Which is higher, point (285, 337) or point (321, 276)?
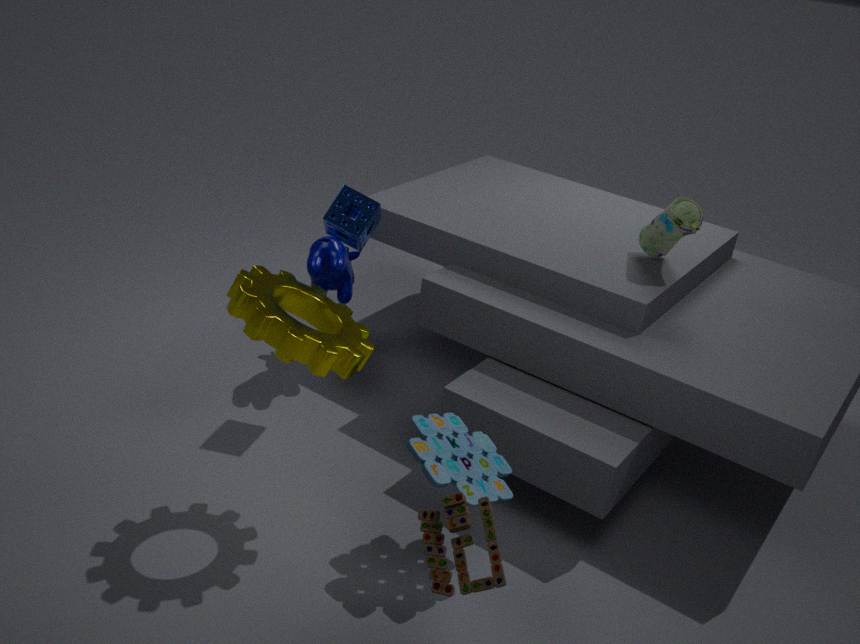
point (285, 337)
